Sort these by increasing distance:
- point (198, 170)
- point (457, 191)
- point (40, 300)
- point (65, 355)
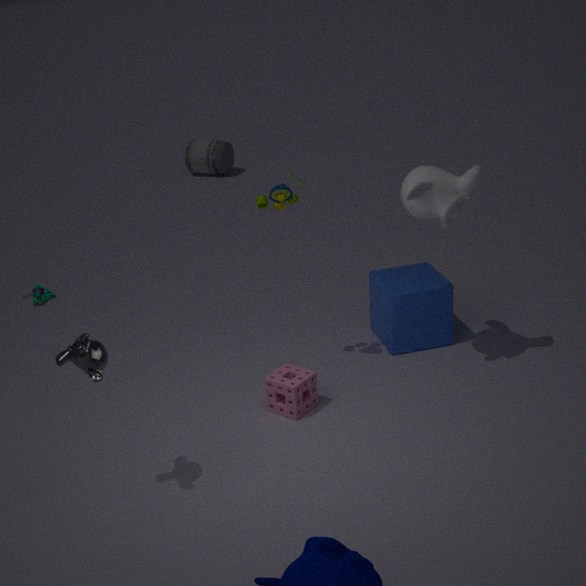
1. point (65, 355)
2. point (457, 191)
3. point (40, 300)
4. point (198, 170)
